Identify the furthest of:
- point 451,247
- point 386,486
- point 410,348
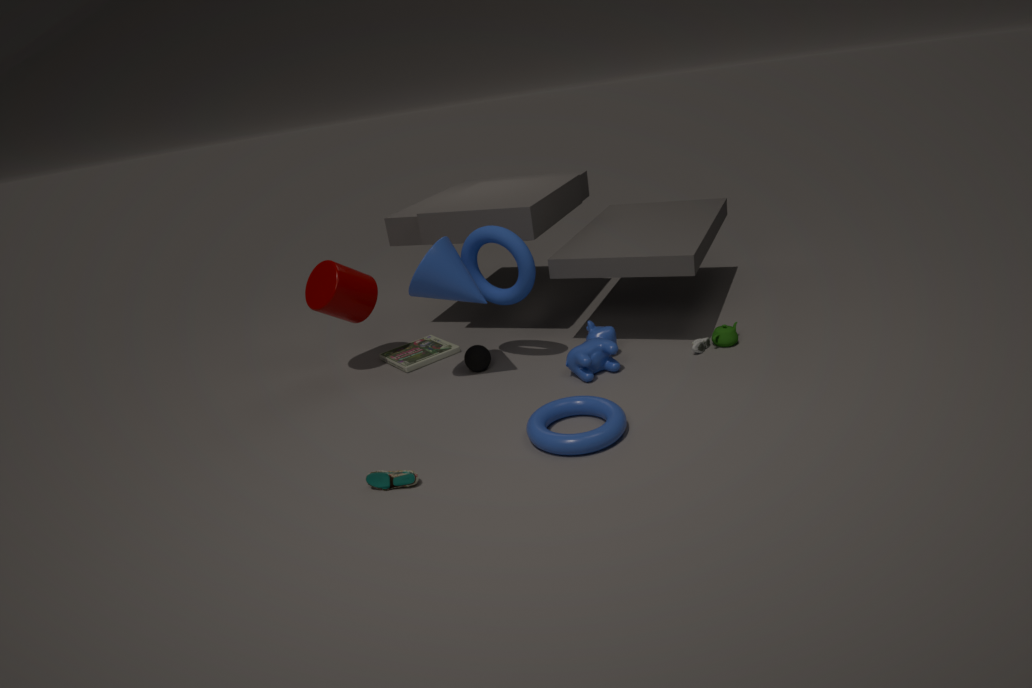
point 410,348
